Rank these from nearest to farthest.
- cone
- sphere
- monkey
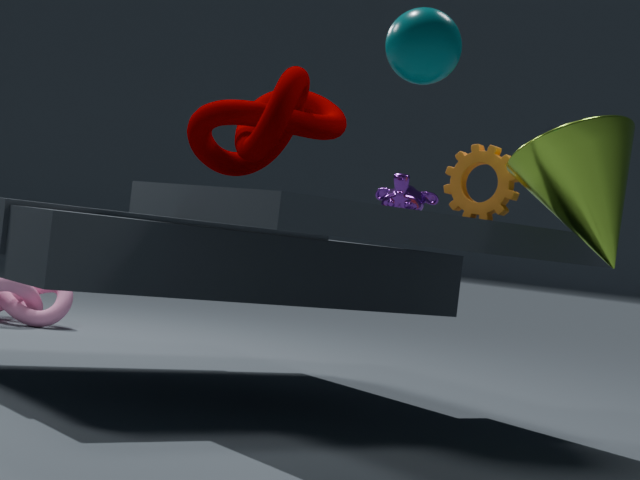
1. sphere
2. cone
3. monkey
